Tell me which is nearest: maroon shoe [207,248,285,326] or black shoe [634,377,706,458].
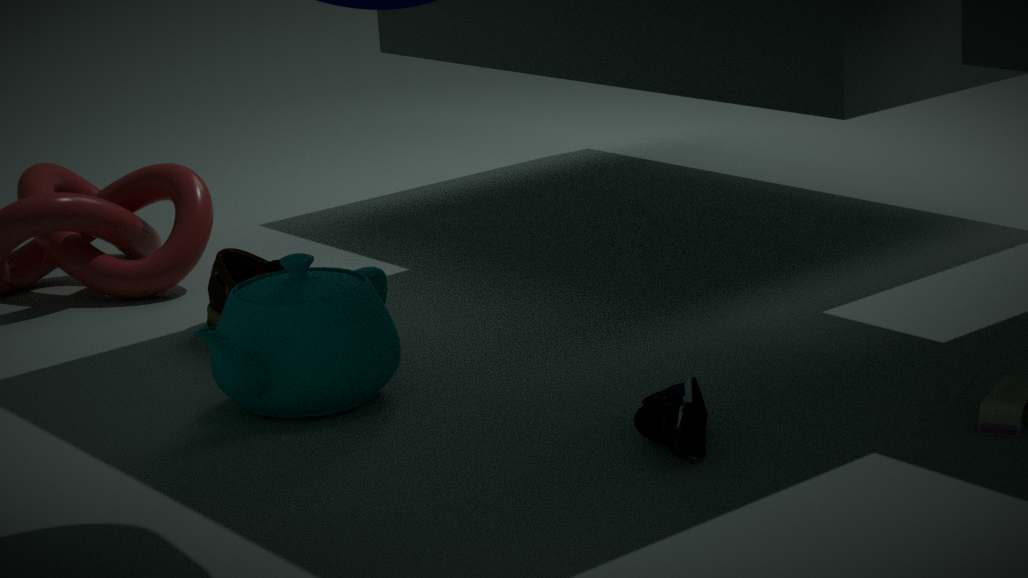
black shoe [634,377,706,458]
